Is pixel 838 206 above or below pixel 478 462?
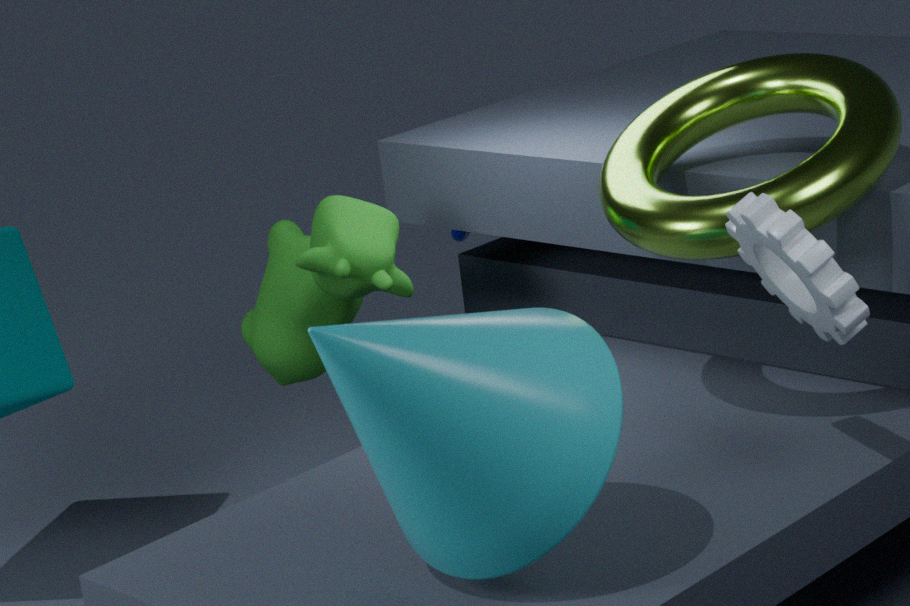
above
